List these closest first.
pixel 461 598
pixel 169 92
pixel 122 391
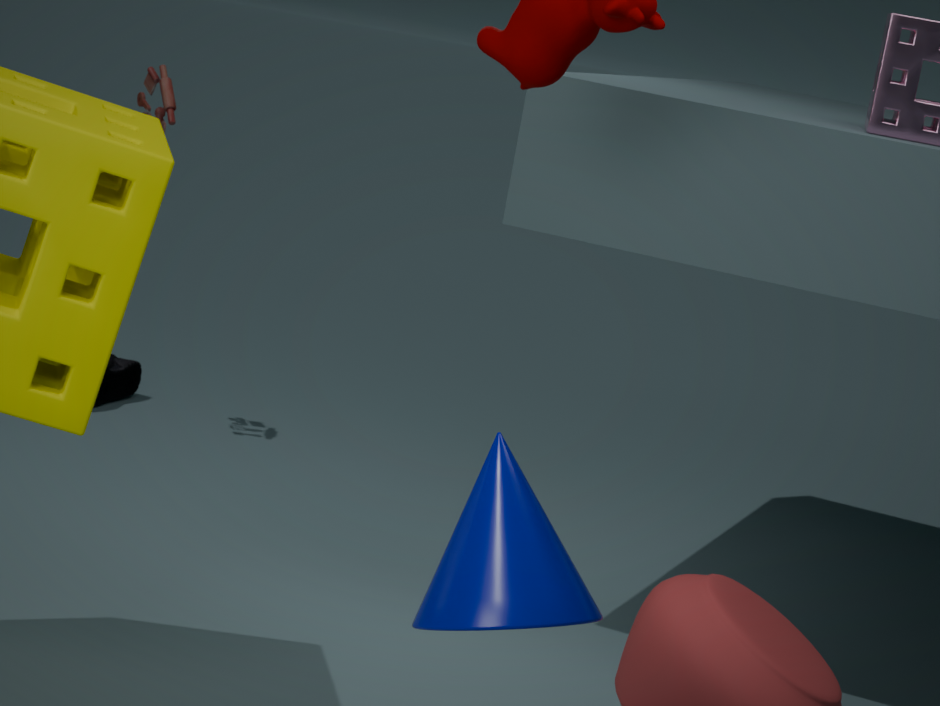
pixel 461 598, pixel 169 92, pixel 122 391
